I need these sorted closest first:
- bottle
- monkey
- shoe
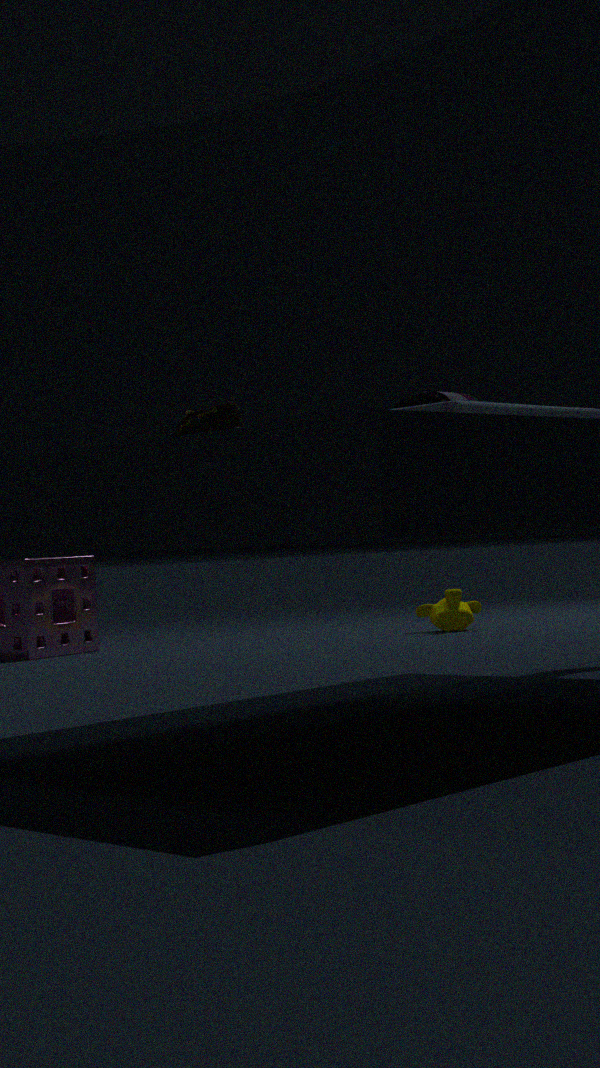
shoe → bottle → monkey
